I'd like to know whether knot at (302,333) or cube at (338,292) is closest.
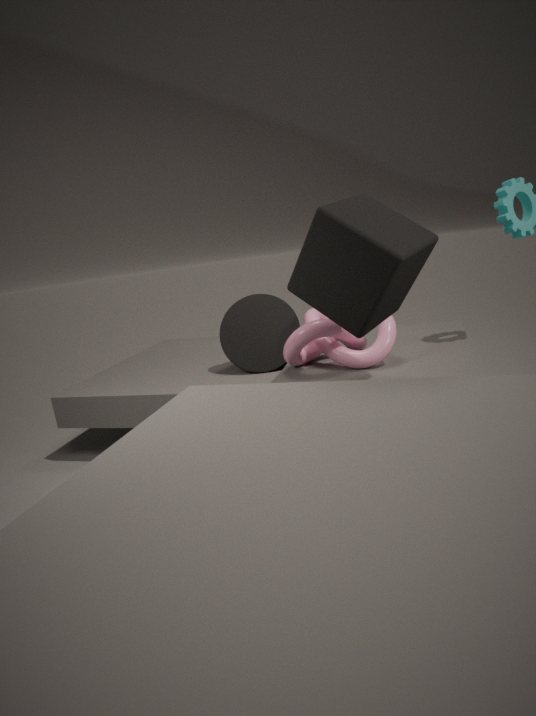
cube at (338,292)
